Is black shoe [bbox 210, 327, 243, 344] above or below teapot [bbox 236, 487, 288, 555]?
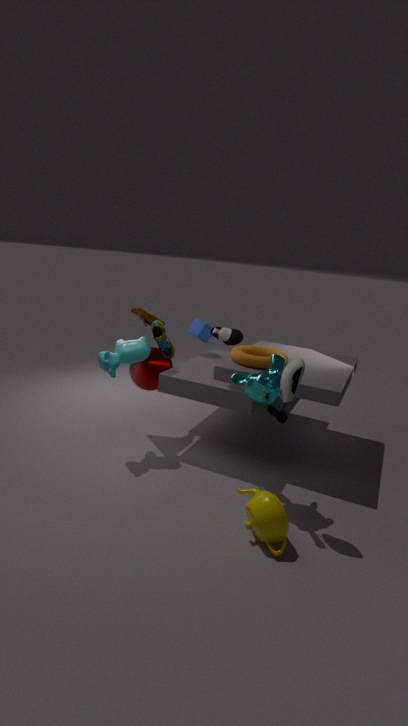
above
